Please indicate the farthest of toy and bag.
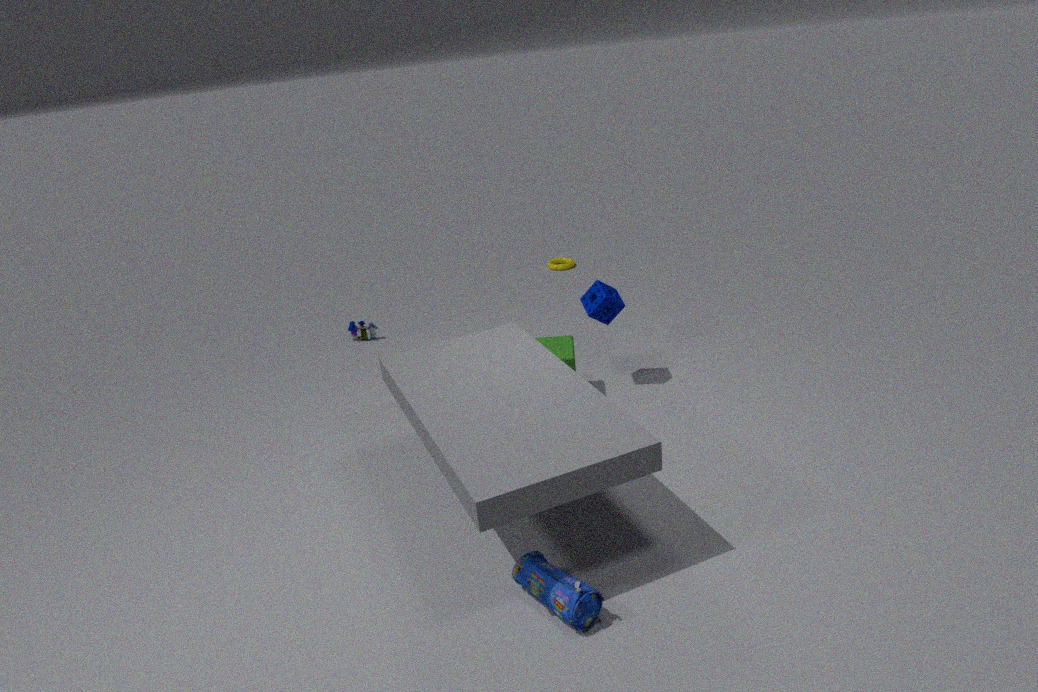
toy
